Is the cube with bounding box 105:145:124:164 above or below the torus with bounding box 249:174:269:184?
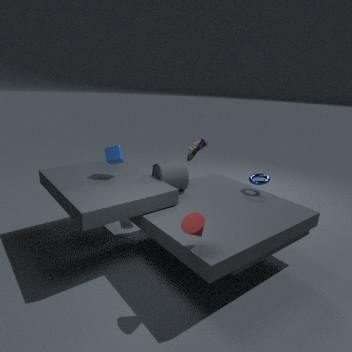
above
